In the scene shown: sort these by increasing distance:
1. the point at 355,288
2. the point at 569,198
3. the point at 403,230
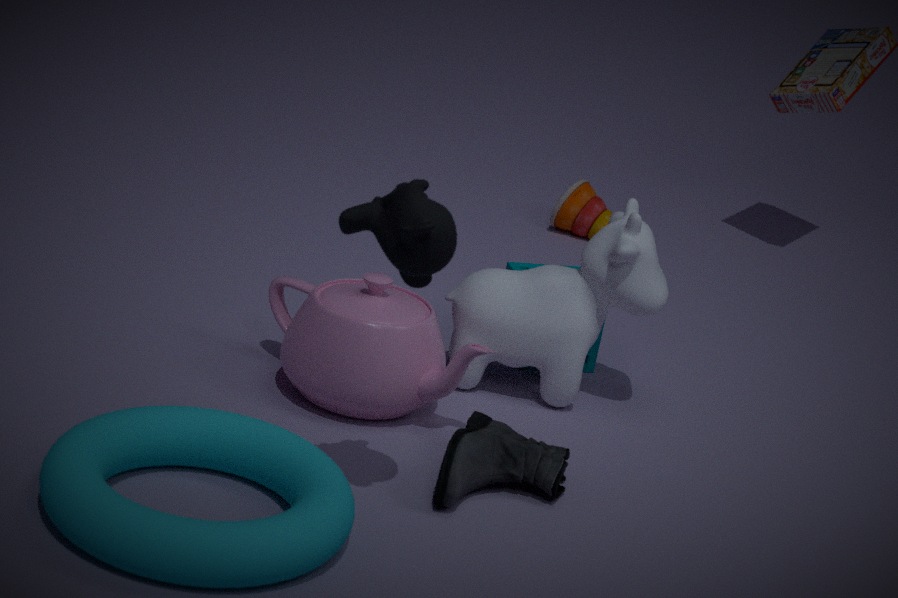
the point at 403,230 → the point at 355,288 → the point at 569,198
